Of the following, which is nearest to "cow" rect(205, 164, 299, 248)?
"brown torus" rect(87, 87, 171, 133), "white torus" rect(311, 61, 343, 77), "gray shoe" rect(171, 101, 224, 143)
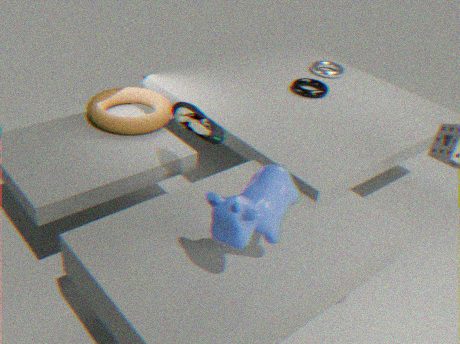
"gray shoe" rect(171, 101, 224, 143)
